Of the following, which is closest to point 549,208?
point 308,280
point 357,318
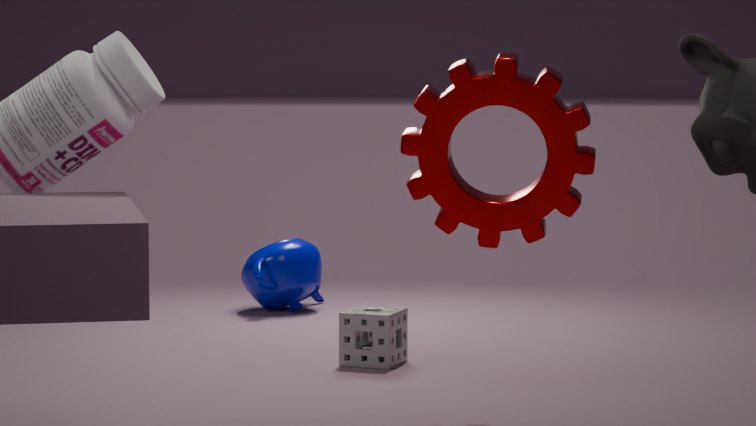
point 357,318
